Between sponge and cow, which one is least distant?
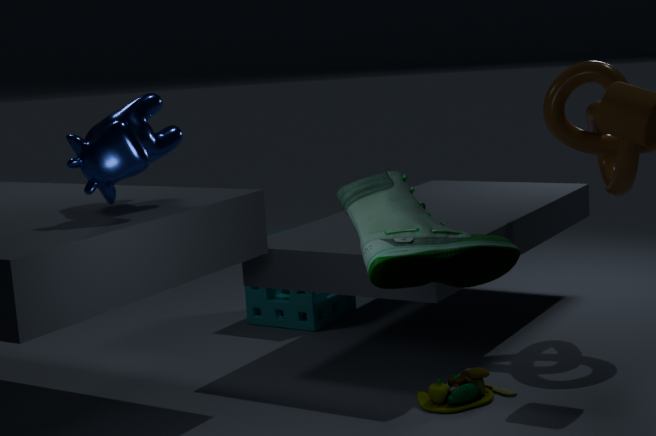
cow
